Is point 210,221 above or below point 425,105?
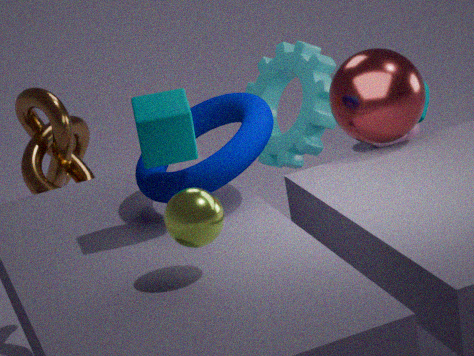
above
